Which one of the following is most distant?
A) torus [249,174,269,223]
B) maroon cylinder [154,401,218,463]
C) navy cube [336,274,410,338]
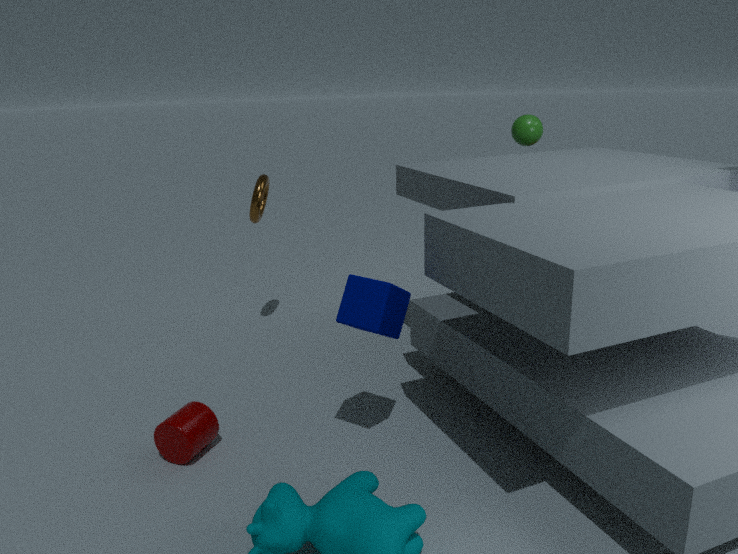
torus [249,174,269,223]
